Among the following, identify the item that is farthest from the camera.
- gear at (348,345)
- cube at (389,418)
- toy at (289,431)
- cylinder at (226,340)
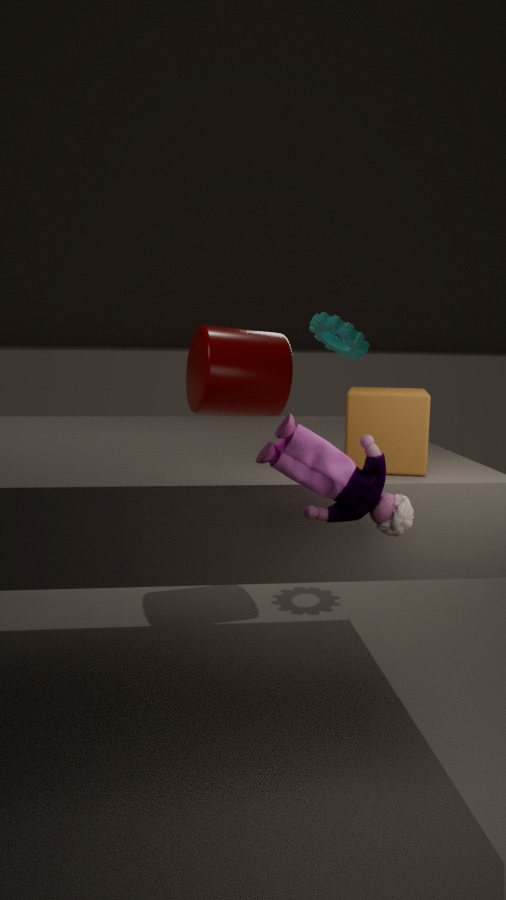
gear at (348,345)
